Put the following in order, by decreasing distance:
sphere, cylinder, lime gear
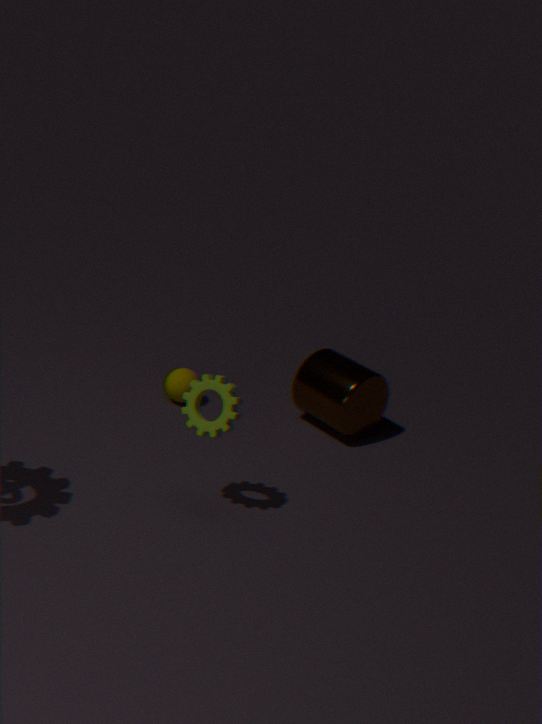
sphere, cylinder, lime gear
